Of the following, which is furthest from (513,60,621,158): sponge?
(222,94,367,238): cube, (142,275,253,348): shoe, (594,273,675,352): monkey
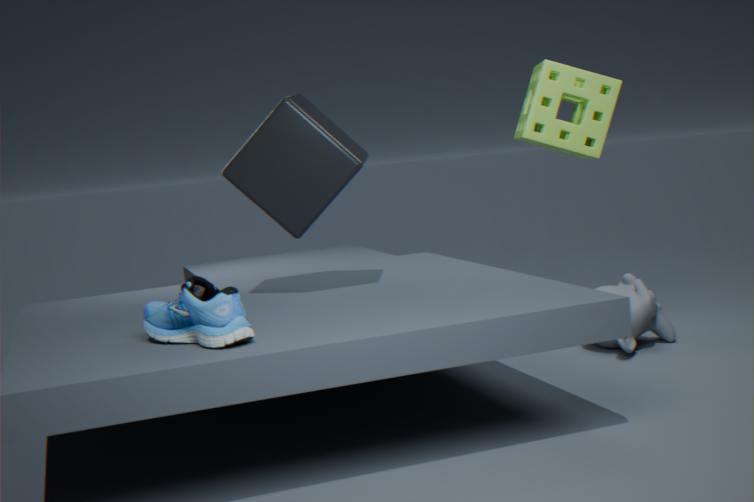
(142,275,253,348): shoe
